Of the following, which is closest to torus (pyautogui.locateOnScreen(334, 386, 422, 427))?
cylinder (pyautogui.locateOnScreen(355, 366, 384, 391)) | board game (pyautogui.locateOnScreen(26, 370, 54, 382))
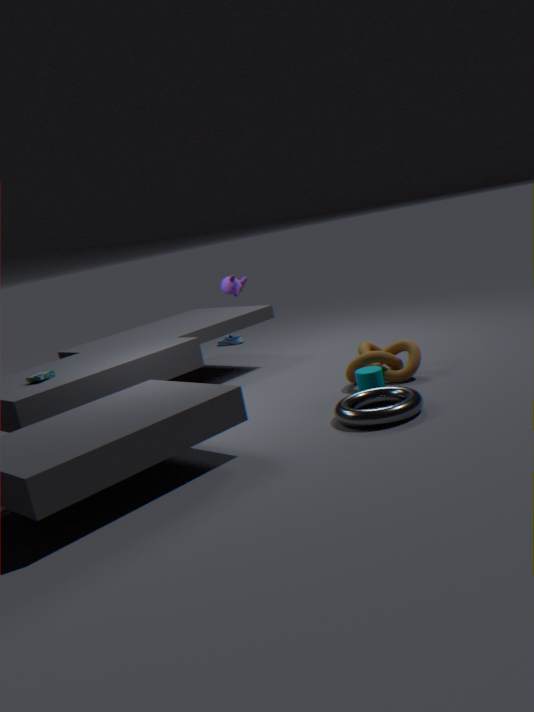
cylinder (pyautogui.locateOnScreen(355, 366, 384, 391))
